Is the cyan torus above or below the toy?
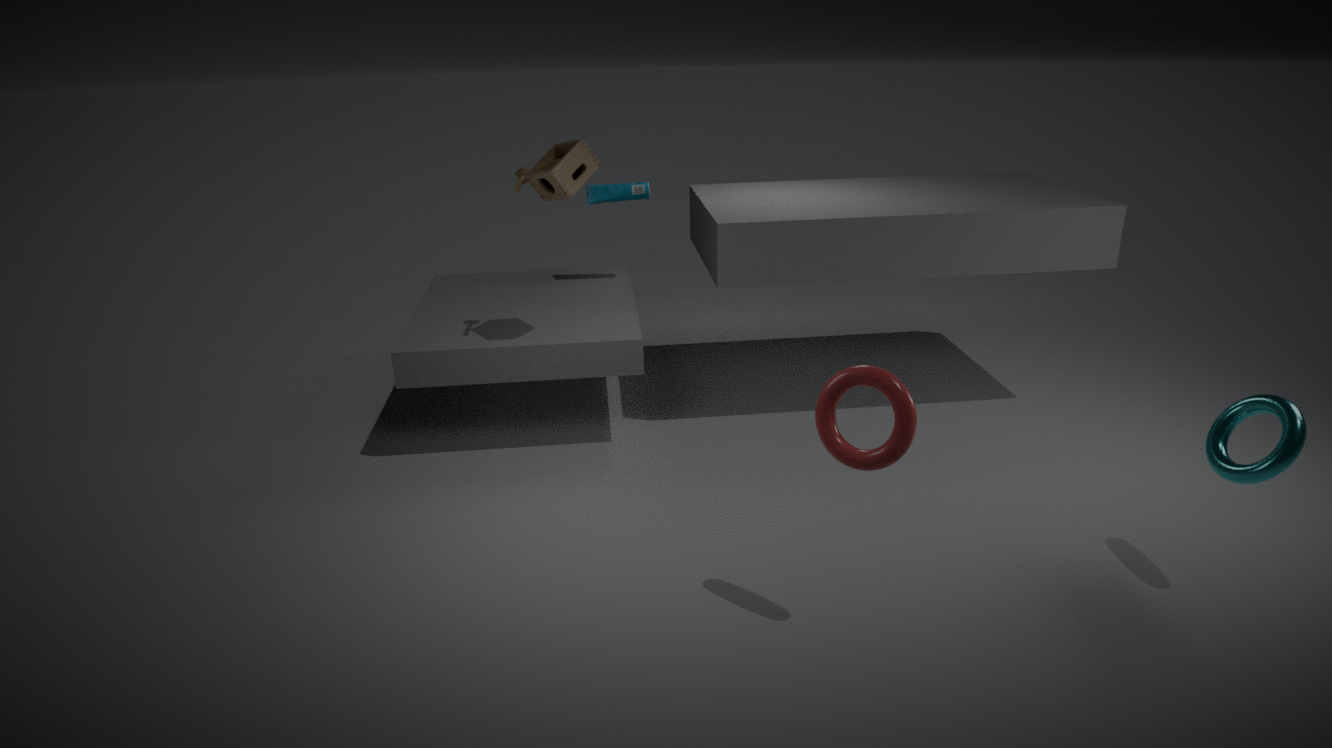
below
